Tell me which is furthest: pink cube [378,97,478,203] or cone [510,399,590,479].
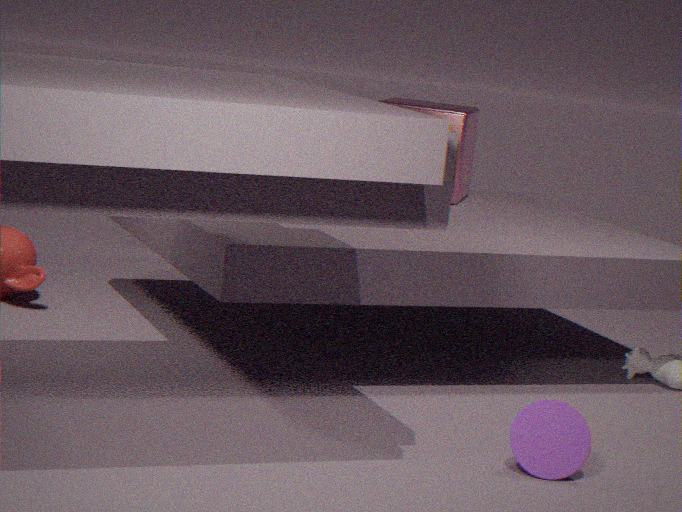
pink cube [378,97,478,203]
